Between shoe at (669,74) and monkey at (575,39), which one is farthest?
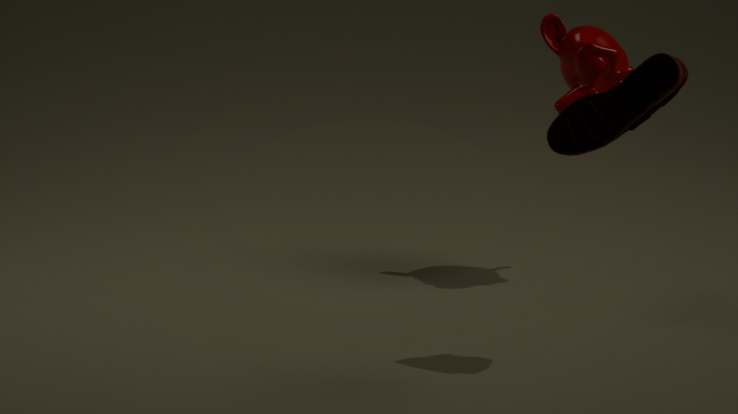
monkey at (575,39)
